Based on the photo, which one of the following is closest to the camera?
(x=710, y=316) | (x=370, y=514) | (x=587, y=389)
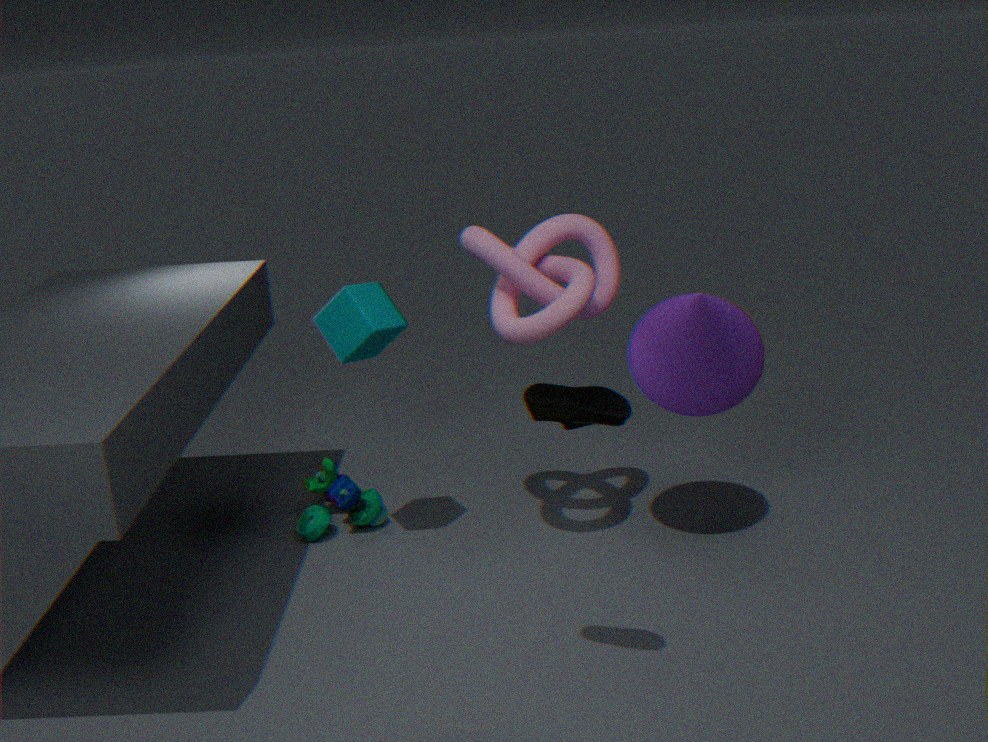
(x=587, y=389)
